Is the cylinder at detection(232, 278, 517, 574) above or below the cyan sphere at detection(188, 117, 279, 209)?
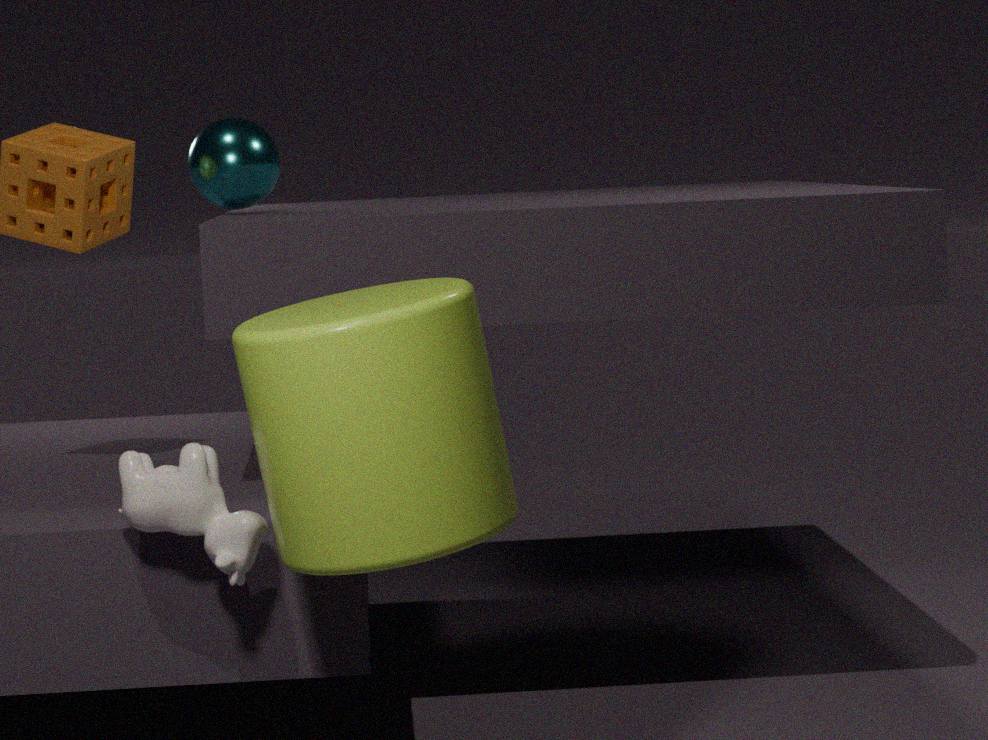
below
